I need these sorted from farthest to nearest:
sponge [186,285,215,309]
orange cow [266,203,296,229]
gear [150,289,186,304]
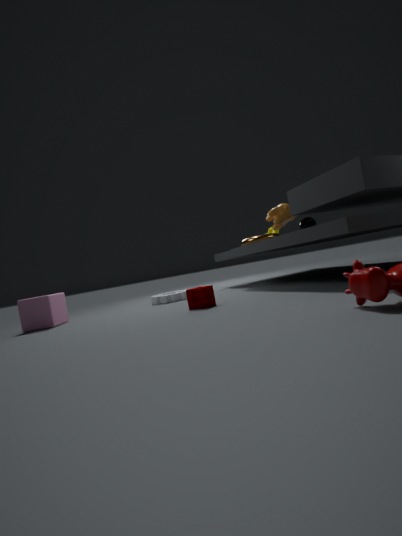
1. gear [150,289,186,304]
2. orange cow [266,203,296,229]
3. sponge [186,285,215,309]
